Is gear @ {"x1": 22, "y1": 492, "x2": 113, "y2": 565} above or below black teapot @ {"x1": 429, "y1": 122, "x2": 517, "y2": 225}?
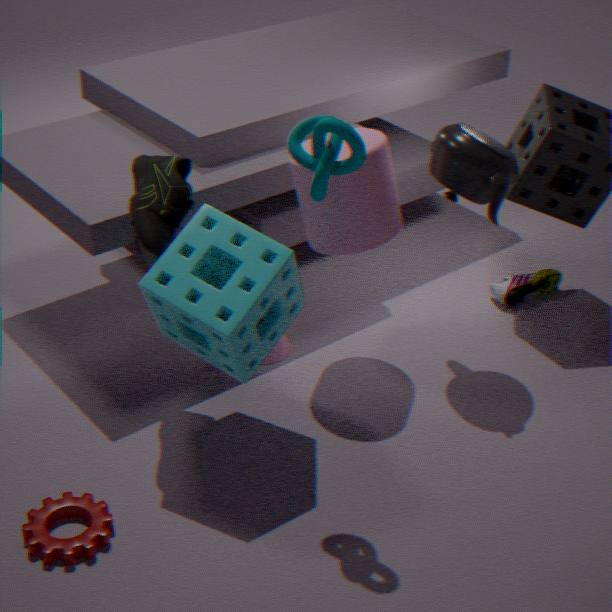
below
